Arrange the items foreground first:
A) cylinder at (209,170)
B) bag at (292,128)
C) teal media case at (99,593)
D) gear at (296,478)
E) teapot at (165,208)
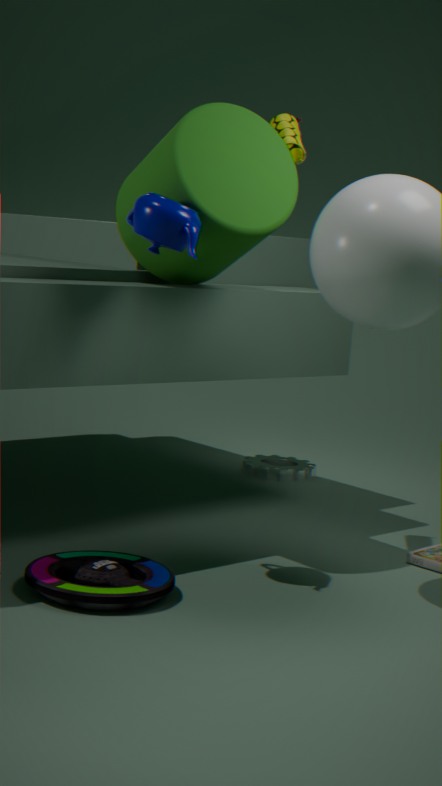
1. teal media case at (99,593)
2. teapot at (165,208)
3. cylinder at (209,170)
4. bag at (292,128)
5. gear at (296,478)
